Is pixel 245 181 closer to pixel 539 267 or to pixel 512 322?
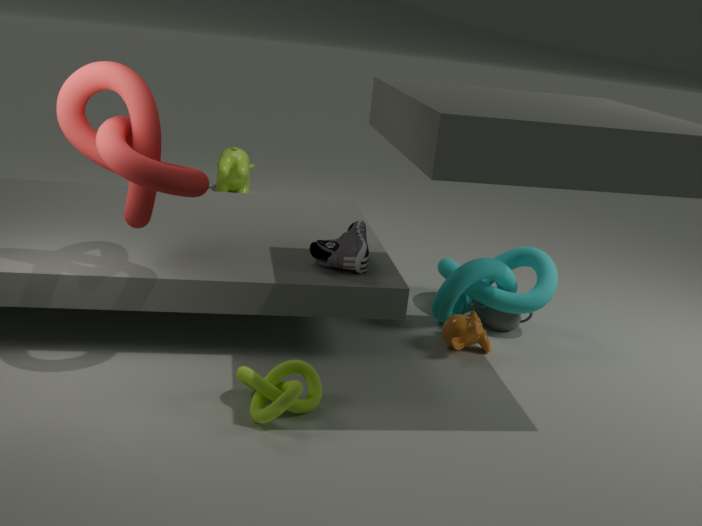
pixel 539 267
